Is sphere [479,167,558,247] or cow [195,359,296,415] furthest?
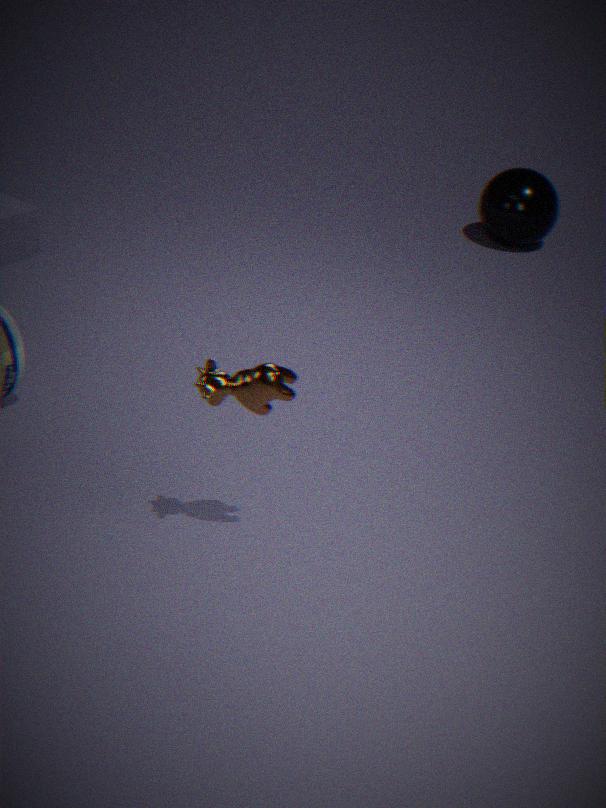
sphere [479,167,558,247]
